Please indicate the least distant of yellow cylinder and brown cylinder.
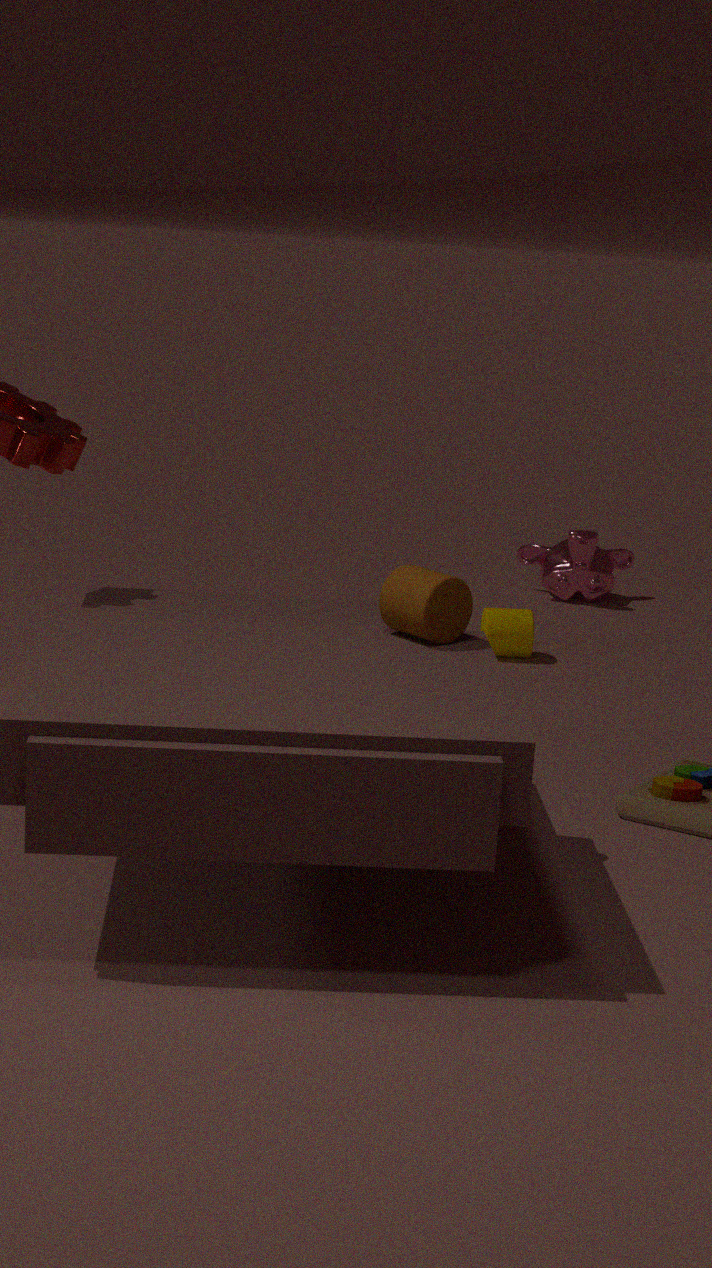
brown cylinder
